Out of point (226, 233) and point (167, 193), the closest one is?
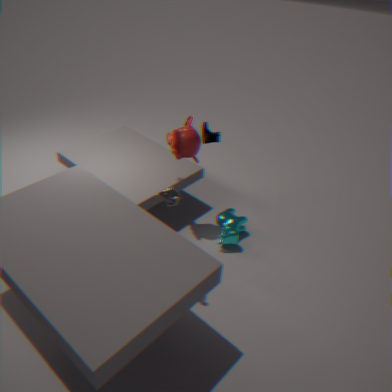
point (167, 193)
